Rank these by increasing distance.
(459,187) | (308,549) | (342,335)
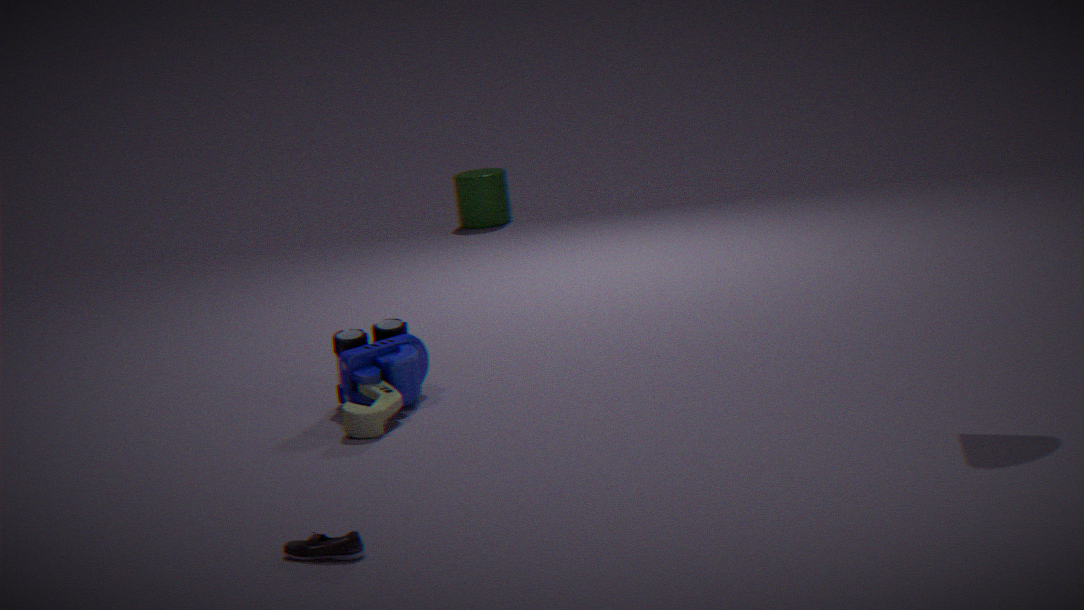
(308,549), (342,335), (459,187)
